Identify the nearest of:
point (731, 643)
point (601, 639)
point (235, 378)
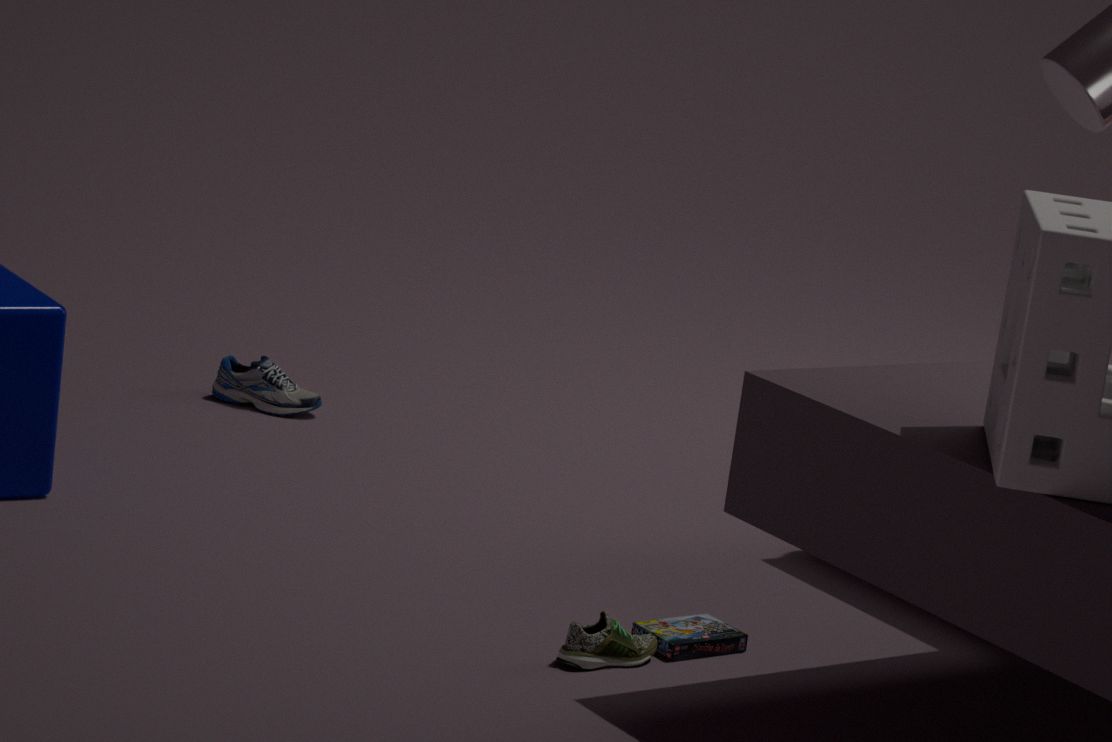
point (601, 639)
